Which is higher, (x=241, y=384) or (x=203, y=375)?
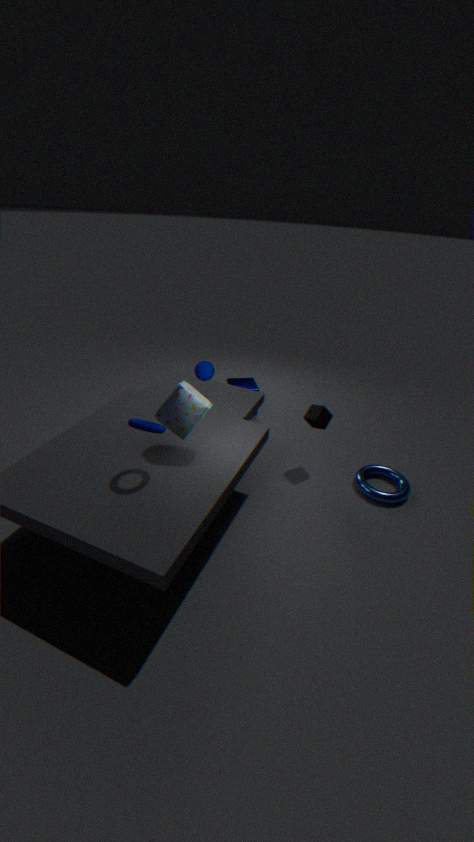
(x=203, y=375)
